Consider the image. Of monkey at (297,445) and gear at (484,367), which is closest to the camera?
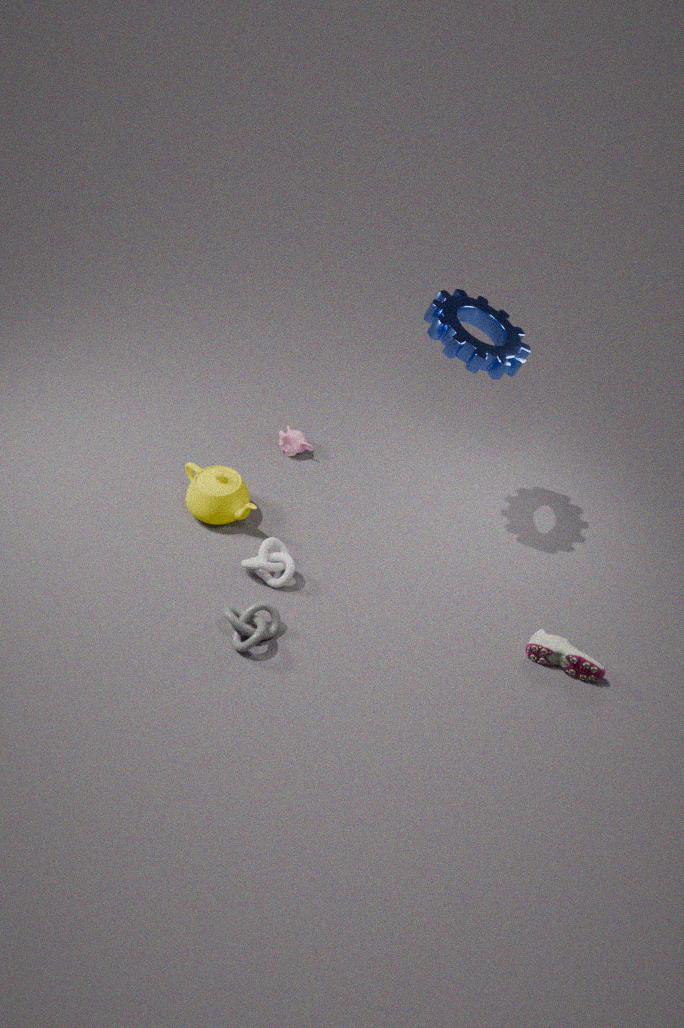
gear at (484,367)
